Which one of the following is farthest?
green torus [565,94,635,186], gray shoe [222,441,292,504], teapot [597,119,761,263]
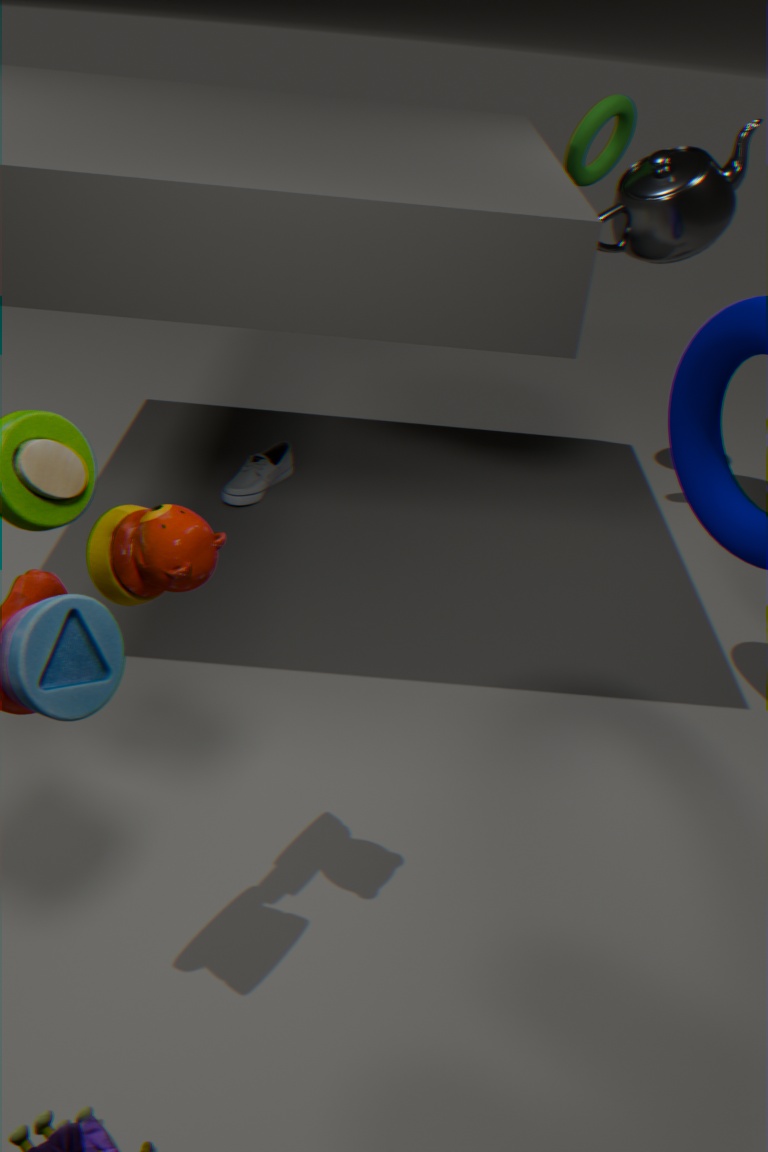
gray shoe [222,441,292,504]
